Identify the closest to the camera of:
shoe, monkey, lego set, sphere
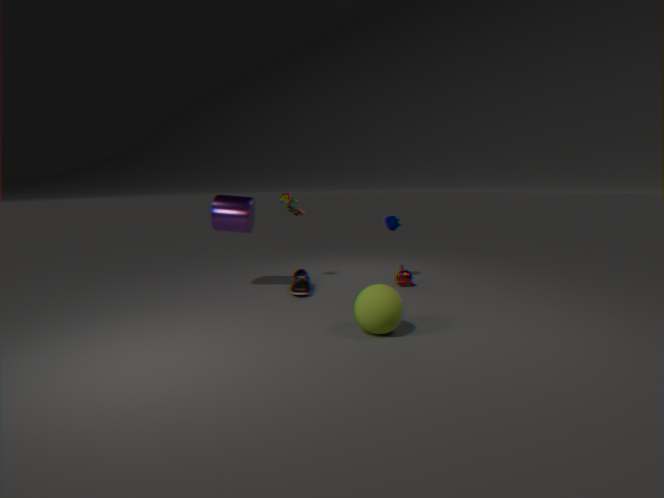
sphere
